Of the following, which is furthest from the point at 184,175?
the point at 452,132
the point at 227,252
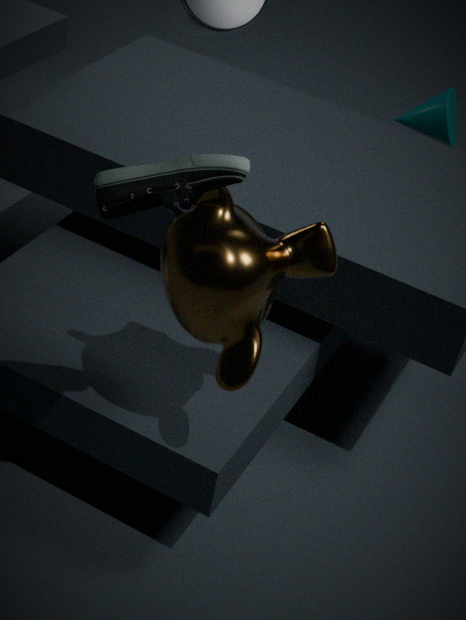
the point at 452,132
